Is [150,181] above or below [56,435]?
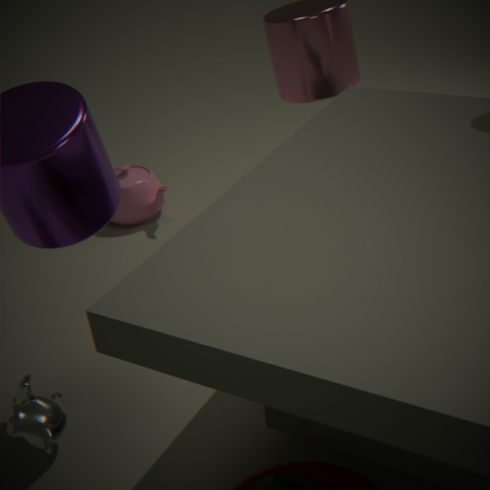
below
